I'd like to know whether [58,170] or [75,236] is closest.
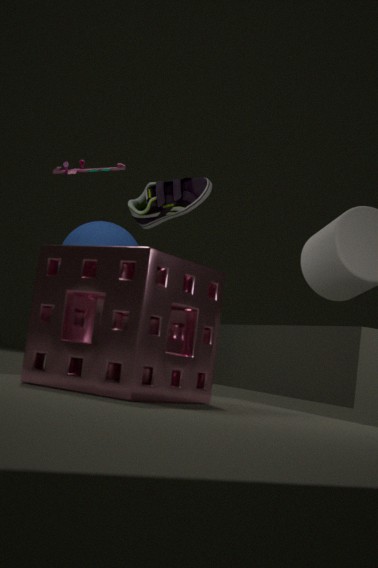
[58,170]
